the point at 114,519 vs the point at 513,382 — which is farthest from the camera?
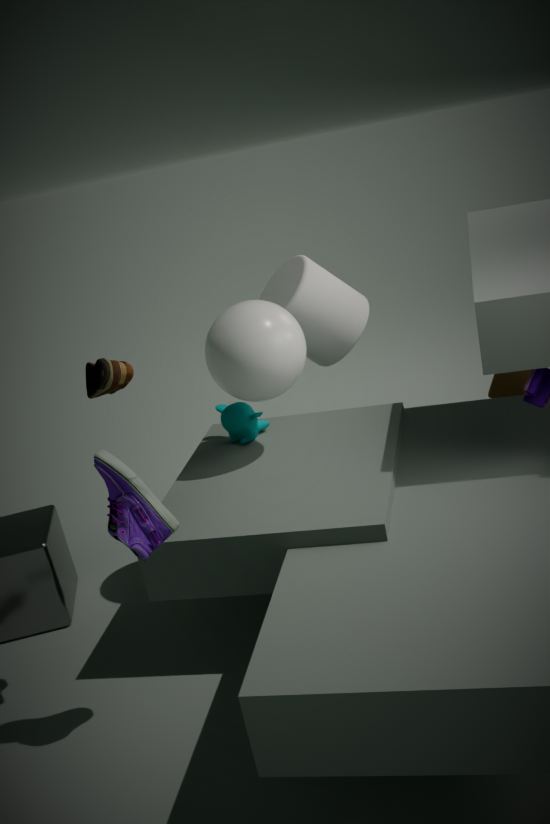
the point at 513,382
